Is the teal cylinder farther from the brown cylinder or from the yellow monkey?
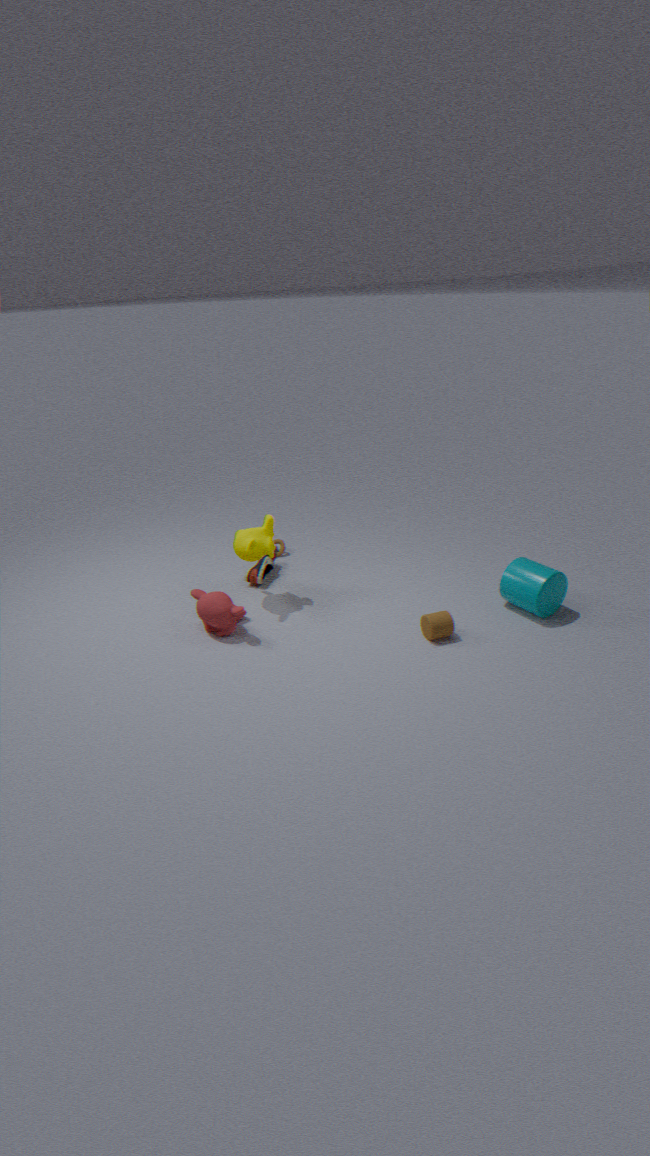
the yellow monkey
